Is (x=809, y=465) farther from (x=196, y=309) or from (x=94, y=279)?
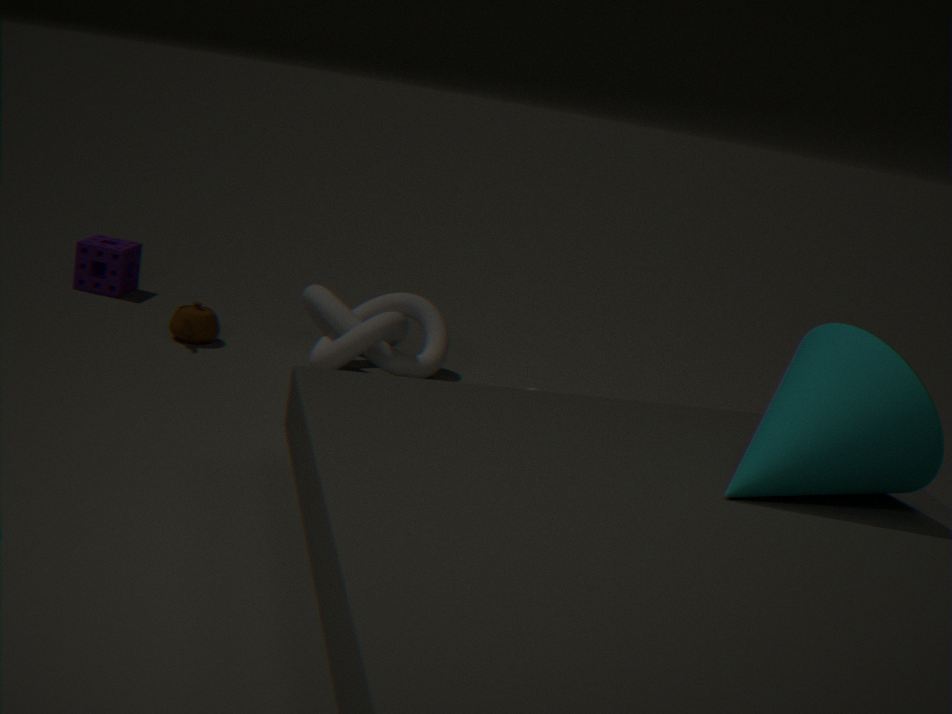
(x=94, y=279)
